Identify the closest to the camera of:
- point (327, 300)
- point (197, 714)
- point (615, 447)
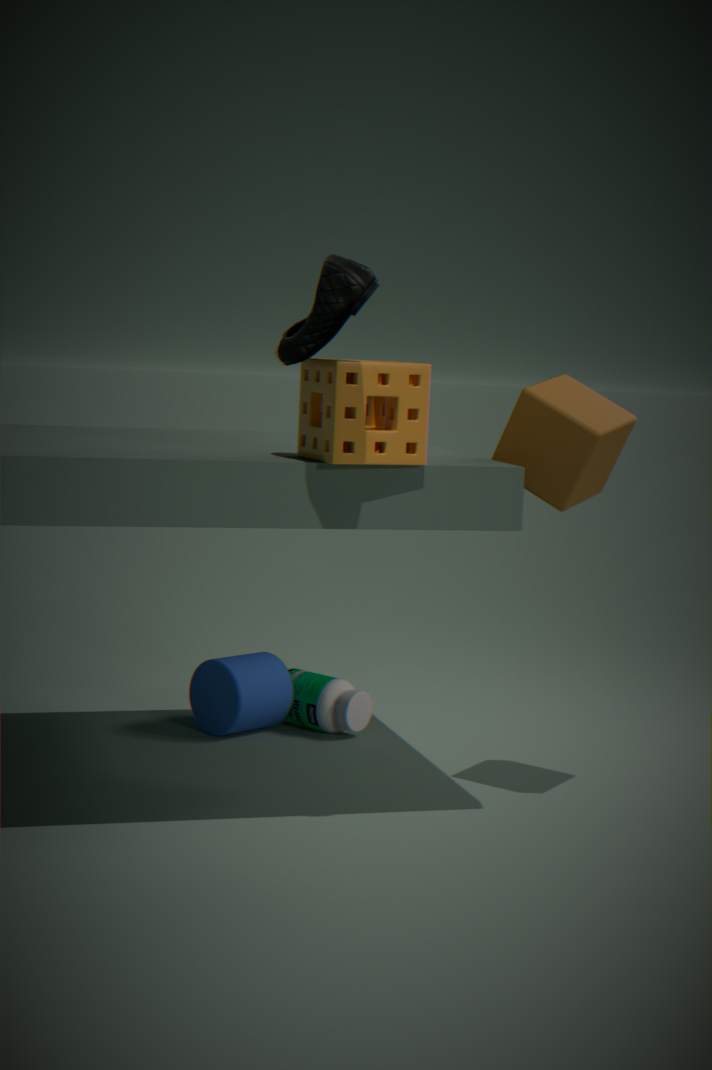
point (327, 300)
